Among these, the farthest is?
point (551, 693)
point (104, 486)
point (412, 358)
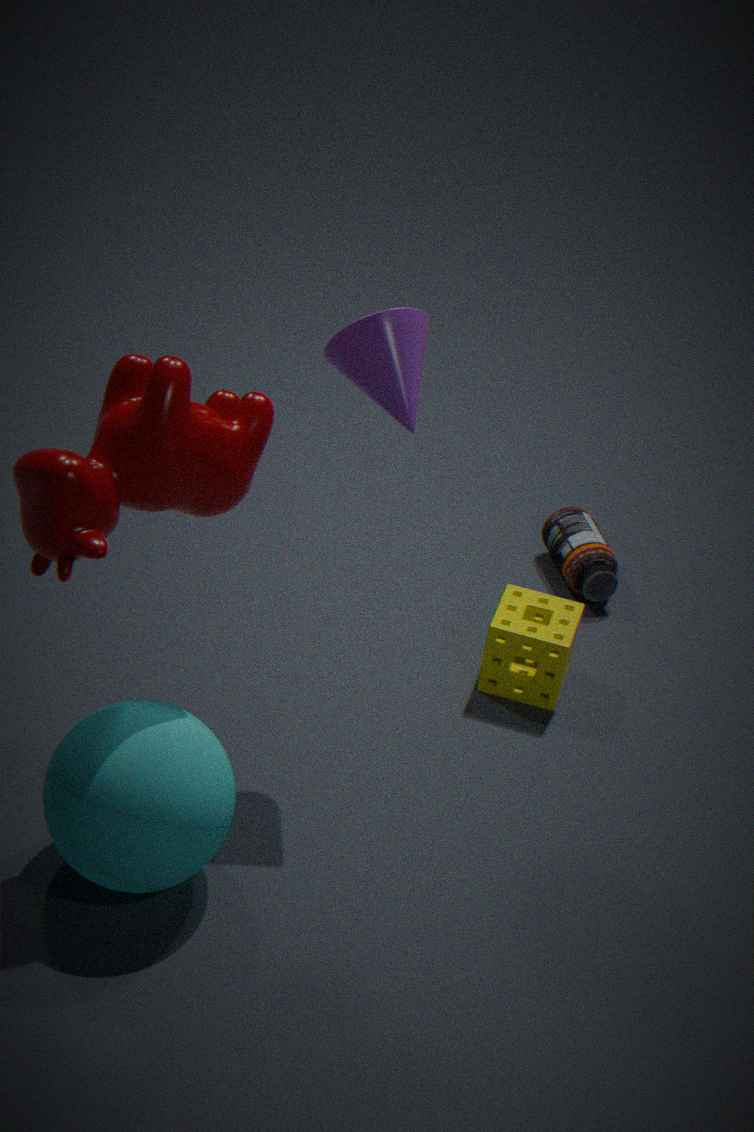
point (551, 693)
